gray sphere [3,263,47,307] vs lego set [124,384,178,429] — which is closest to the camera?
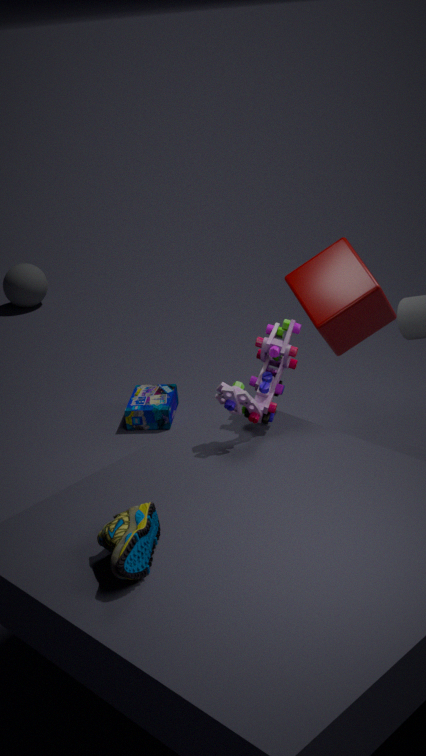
lego set [124,384,178,429]
